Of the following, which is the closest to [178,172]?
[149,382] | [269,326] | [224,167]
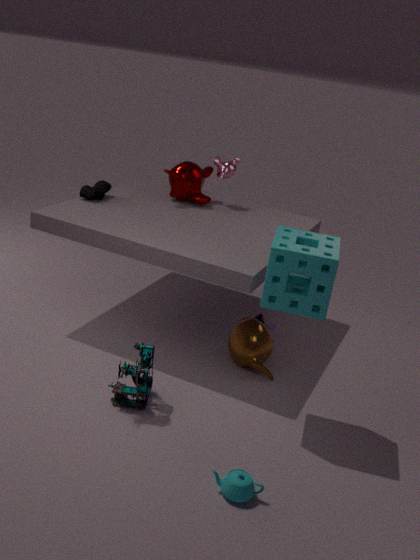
[224,167]
